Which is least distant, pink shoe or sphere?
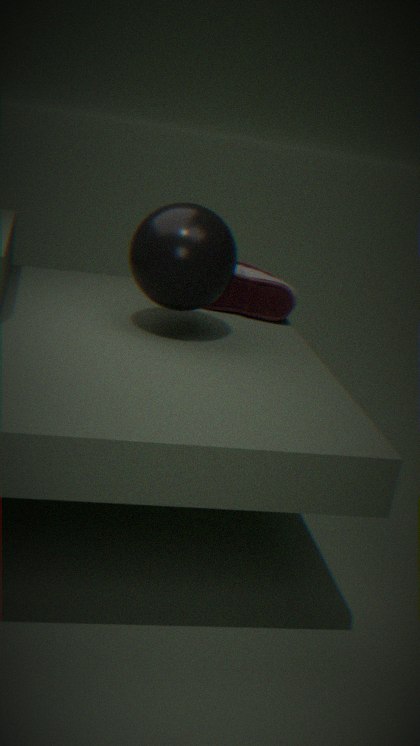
sphere
